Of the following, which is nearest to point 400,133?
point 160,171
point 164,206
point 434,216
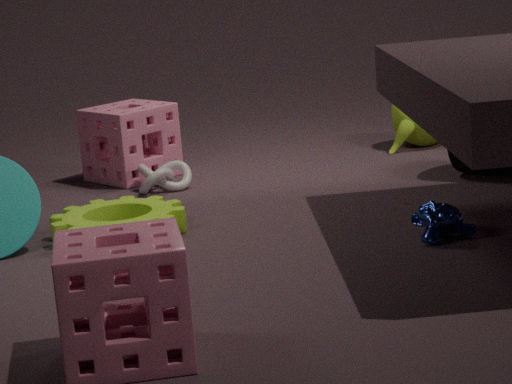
point 160,171
